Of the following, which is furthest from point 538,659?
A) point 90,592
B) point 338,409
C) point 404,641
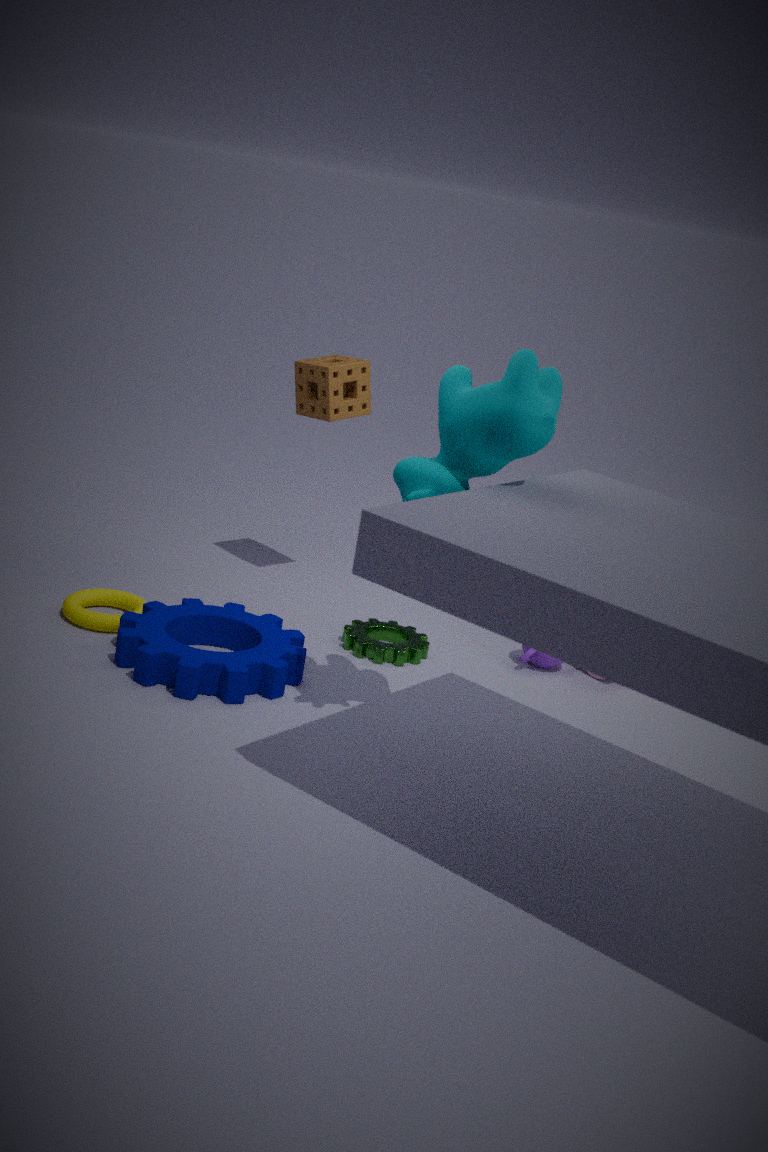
point 90,592
